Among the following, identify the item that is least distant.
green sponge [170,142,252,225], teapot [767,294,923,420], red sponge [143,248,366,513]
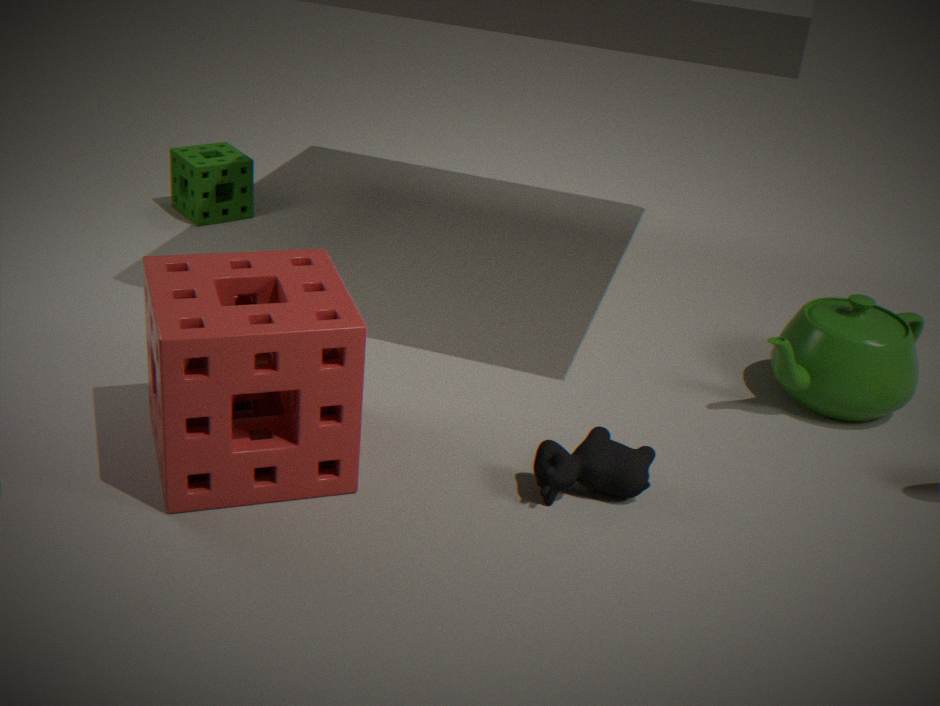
red sponge [143,248,366,513]
